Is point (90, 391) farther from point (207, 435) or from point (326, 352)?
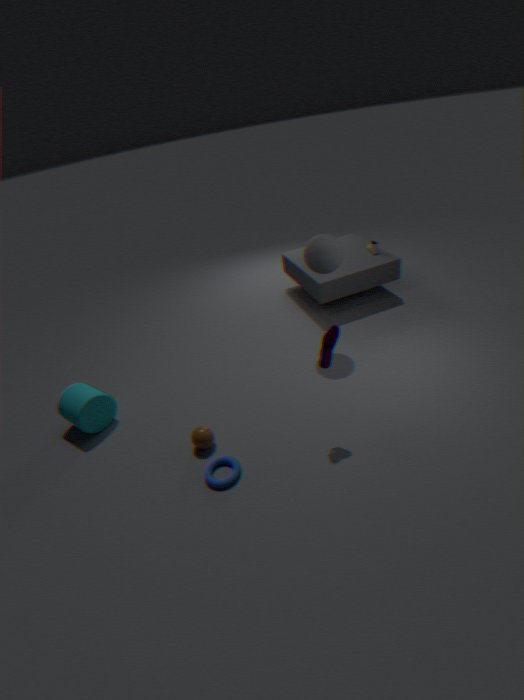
point (326, 352)
